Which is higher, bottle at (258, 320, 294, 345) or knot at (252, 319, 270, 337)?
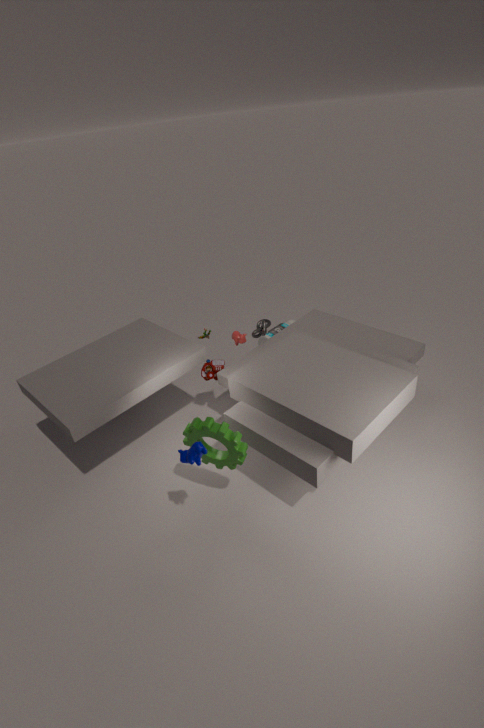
knot at (252, 319, 270, 337)
